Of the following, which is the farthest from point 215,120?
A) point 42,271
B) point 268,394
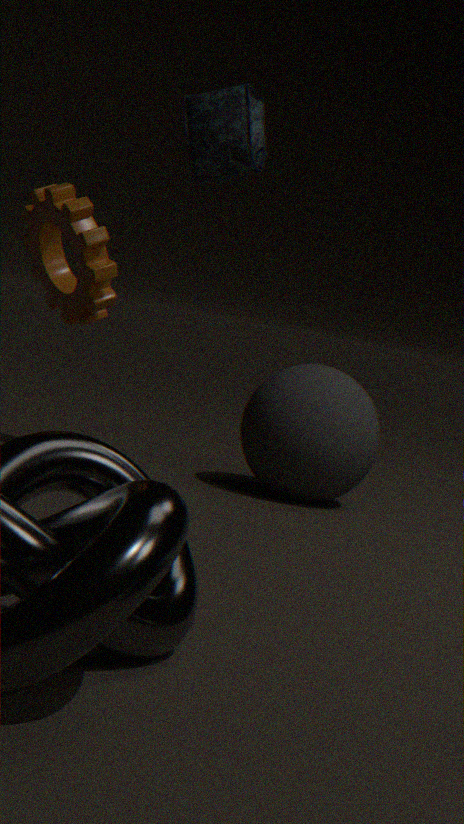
point 268,394
